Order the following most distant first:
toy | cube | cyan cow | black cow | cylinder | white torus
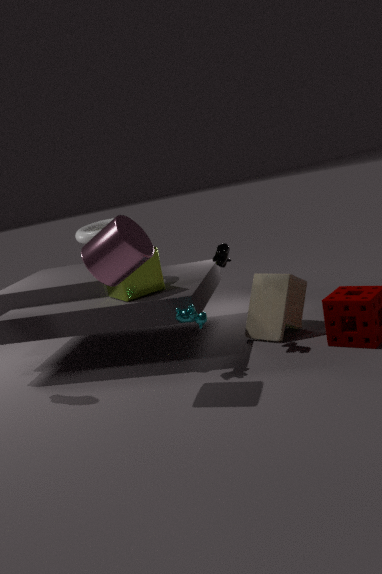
white torus, toy, cube, black cow, cyan cow, cylinder
